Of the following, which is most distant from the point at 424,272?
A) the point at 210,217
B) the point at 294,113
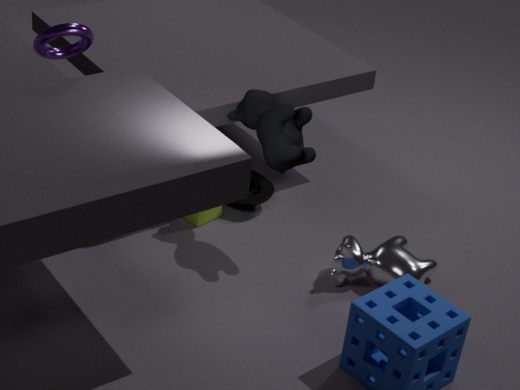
the point at 210,217
